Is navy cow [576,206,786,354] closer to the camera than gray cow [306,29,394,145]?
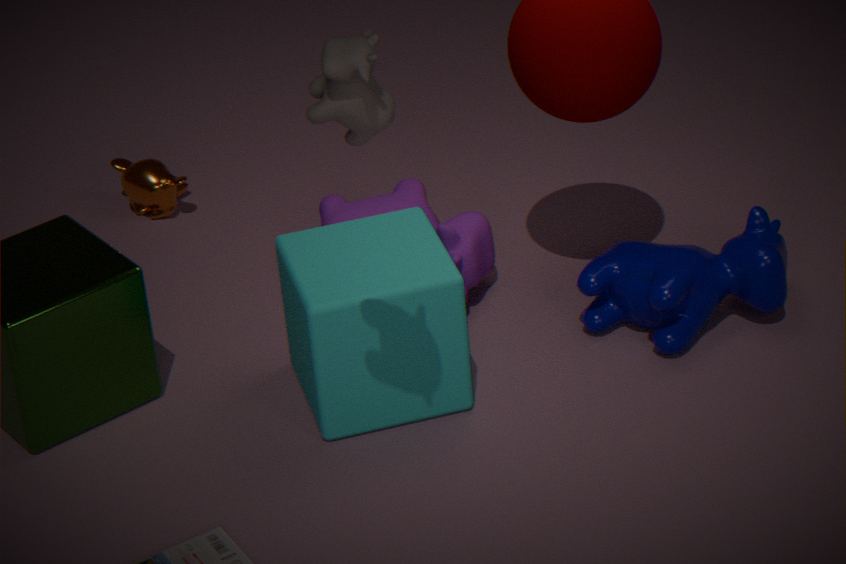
No
